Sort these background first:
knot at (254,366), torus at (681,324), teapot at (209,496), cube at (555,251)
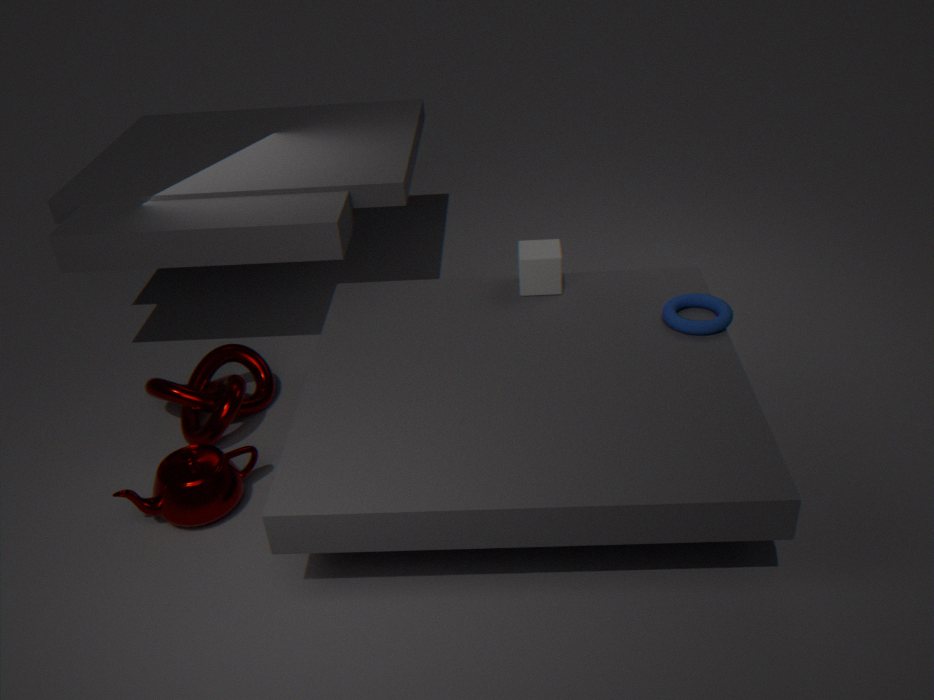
cube at (555,251)
knot at (254,366)
torus at (681,324)
teapot at (209,496)
